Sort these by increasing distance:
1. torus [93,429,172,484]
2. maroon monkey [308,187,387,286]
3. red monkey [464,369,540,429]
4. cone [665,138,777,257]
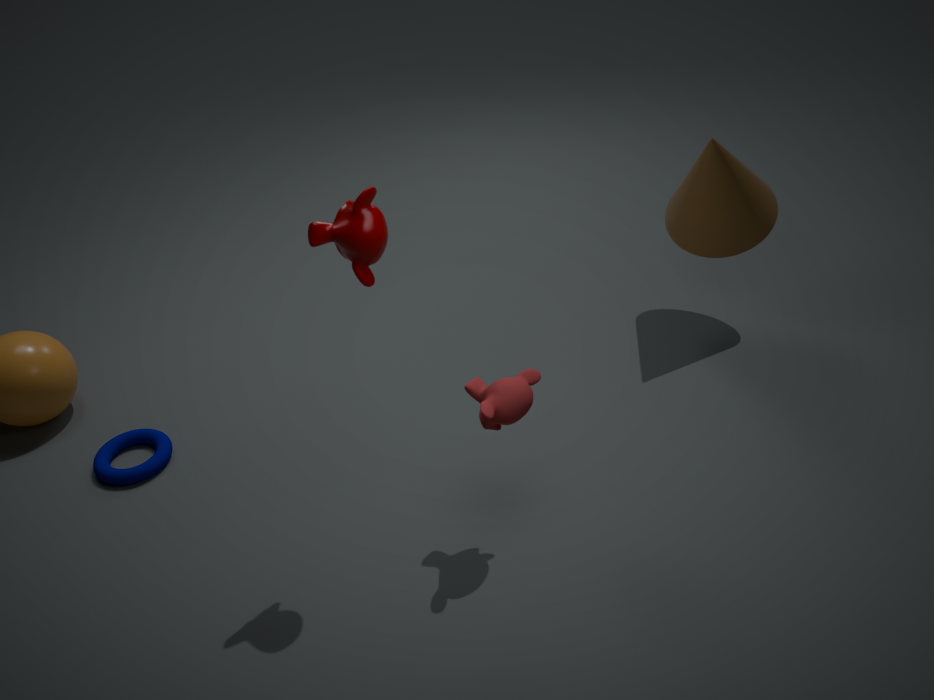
1. maroon monkey [308,187,387,286]
2. red monkey [464,369,540,429]
3. torus [93,429,172,484]
4. cone [665,138,777,257]
